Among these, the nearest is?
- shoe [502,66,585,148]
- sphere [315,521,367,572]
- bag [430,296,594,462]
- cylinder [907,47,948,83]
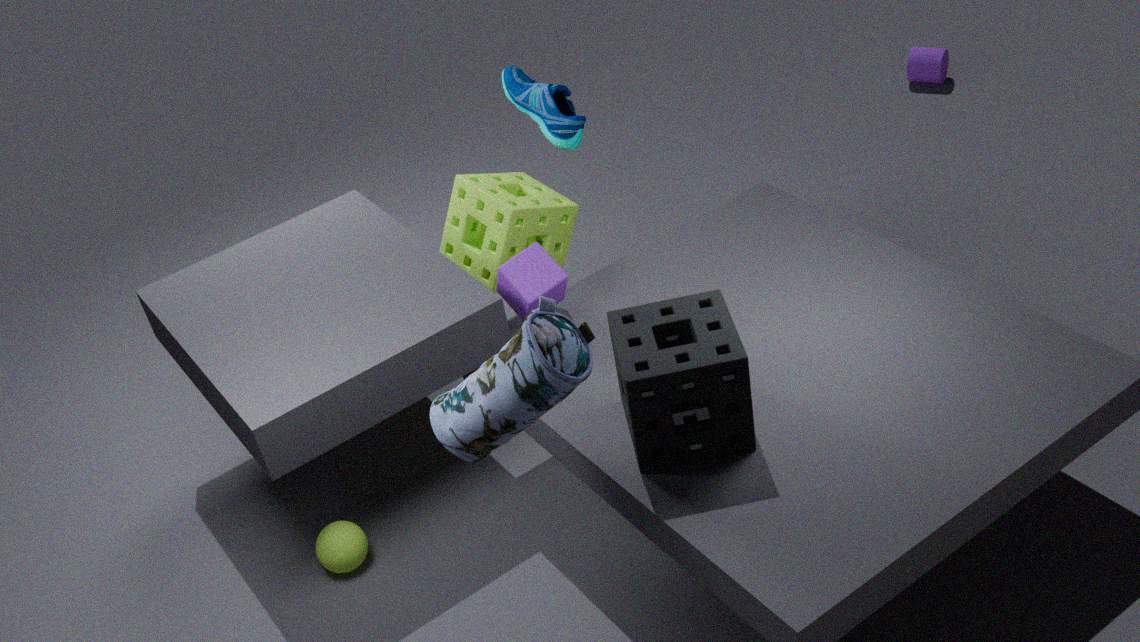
bag [430,296,594,462]
